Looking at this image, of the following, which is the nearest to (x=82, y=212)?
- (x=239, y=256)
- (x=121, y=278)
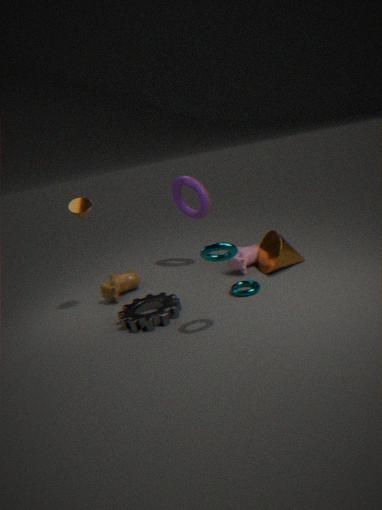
(x=121, y=278)
